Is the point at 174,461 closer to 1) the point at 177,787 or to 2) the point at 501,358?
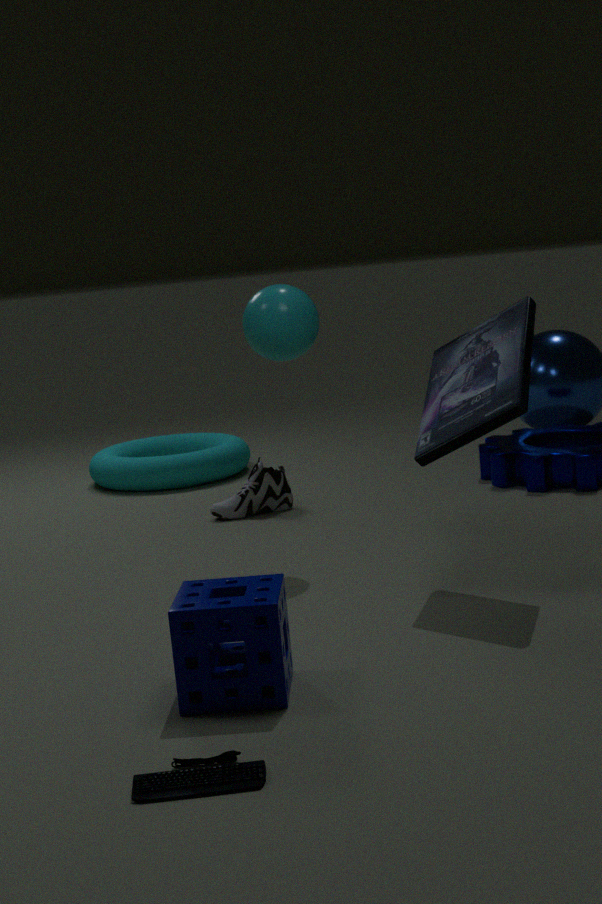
2) the point at 501,358
